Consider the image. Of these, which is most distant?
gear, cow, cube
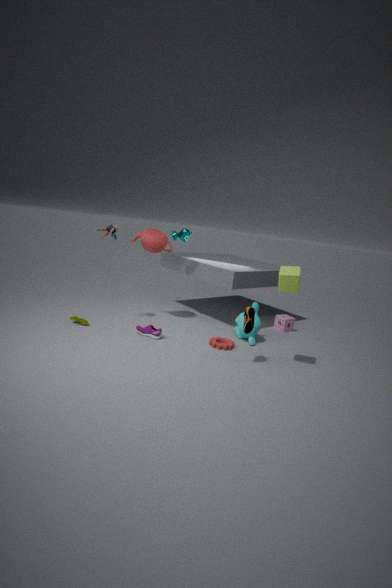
Answer: cow
